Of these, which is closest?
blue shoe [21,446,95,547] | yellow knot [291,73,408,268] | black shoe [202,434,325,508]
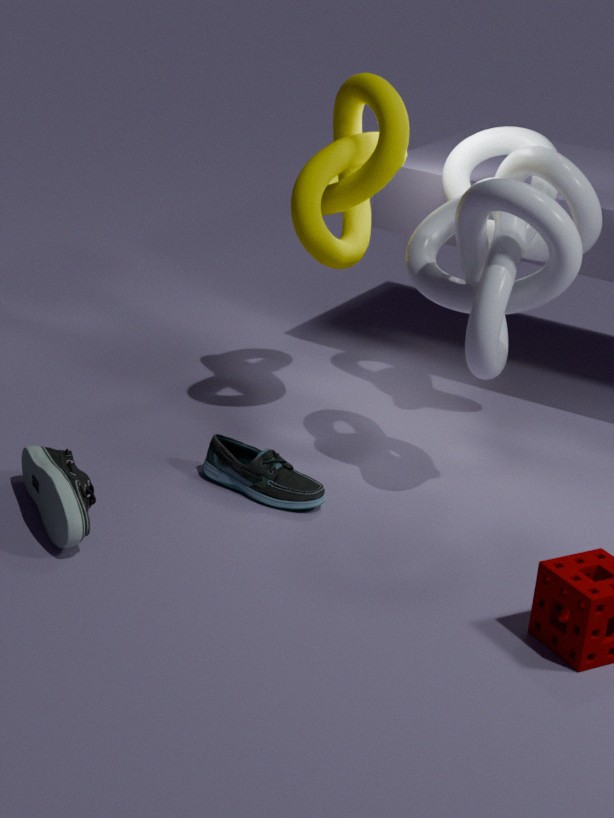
blue shoe [21,446,95,547]
